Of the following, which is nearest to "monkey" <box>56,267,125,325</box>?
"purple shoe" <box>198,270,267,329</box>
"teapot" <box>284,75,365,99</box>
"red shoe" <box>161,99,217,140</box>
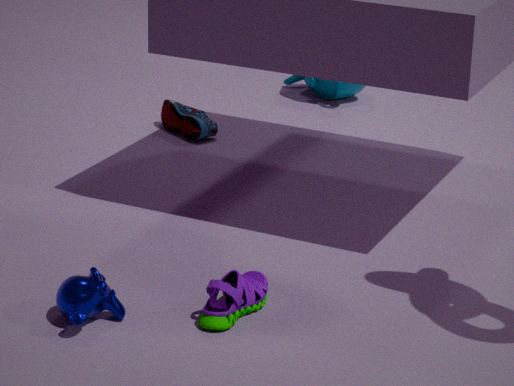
"purple shoe" <box>198,270,267,329</box>
